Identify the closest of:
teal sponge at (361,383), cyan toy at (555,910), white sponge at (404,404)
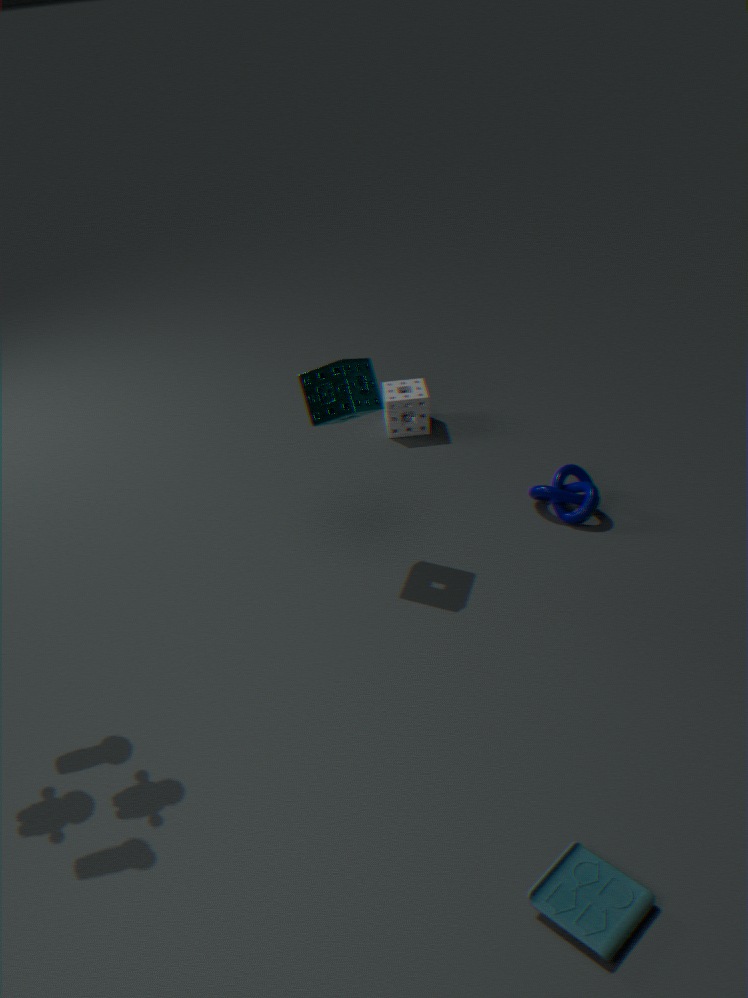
cyan toy at (555,910)
